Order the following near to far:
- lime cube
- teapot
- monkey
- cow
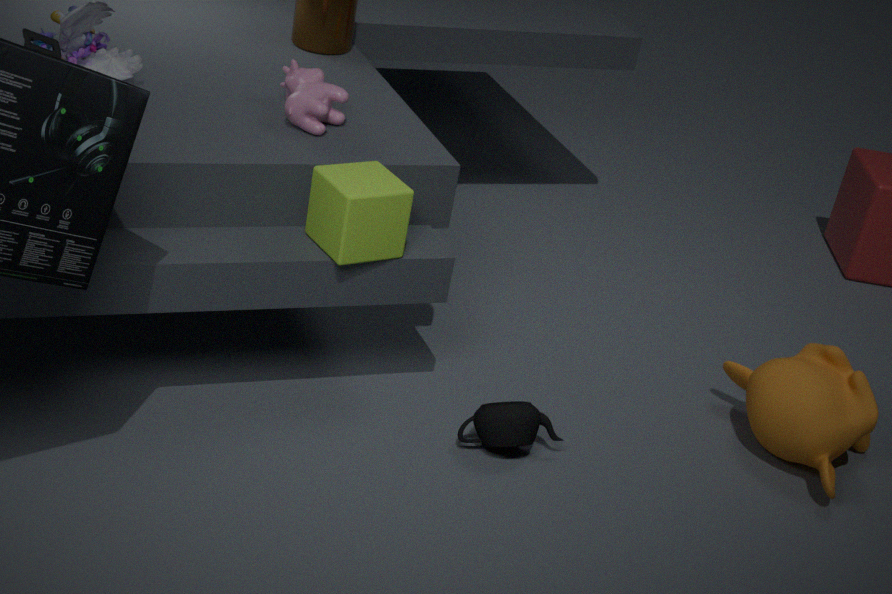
lime cube
teapot
cow
monkey
